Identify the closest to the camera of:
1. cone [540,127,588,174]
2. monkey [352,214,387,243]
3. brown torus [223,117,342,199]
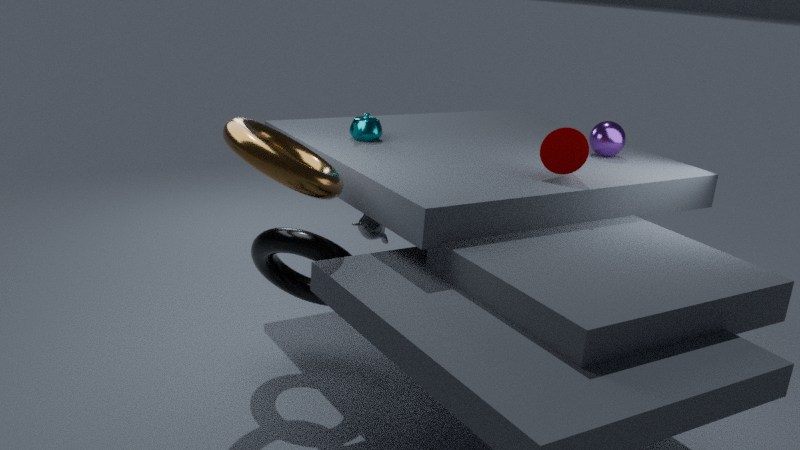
brown torus [223,117,342,199]
